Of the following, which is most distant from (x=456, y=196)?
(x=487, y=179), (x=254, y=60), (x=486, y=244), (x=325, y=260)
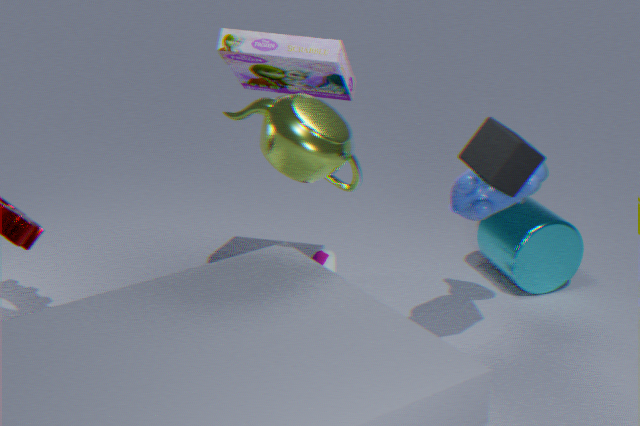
(x=325, y=260)
